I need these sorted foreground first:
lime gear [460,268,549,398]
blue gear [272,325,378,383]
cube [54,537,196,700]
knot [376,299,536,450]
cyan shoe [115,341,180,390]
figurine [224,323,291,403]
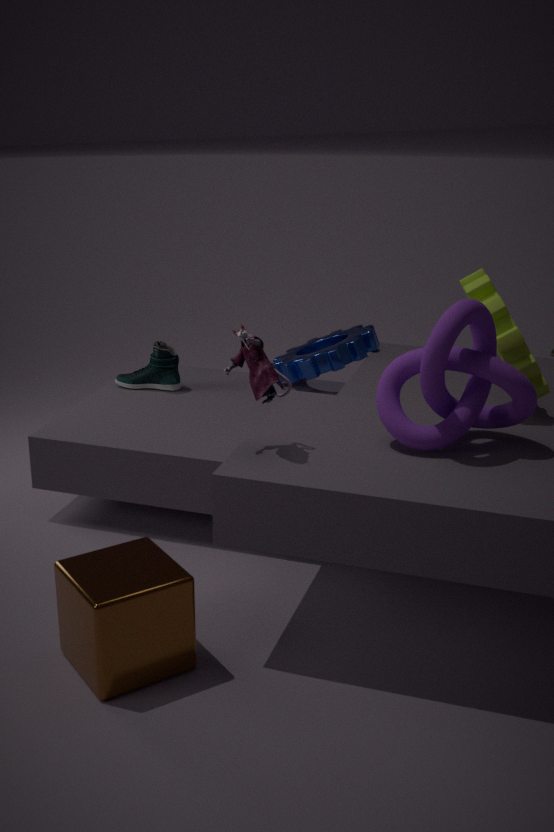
cube [54,537,196,700] → knot [376,299,536,450] → figurine [224,323,291,403] → lime gear [460,268,549,398] → blue gear [272,325,378,383] → cyan shoe [115,341,180,390]
